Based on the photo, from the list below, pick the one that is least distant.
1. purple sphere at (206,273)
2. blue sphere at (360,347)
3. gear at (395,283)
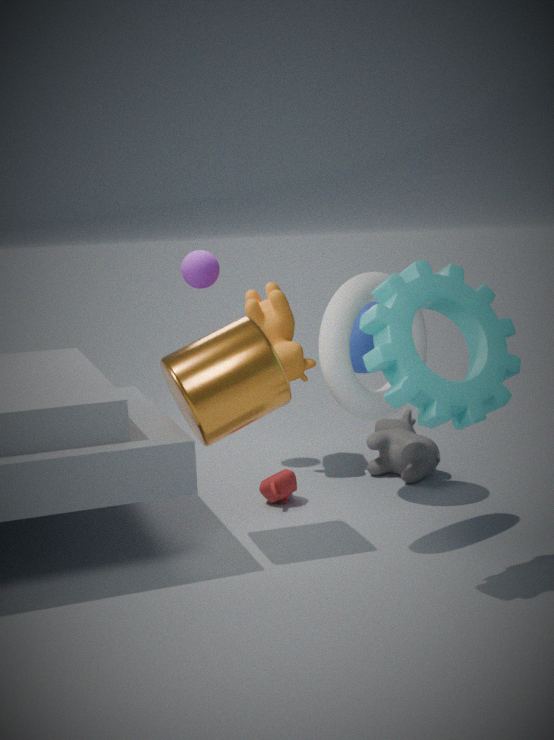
gear at (395,283)
